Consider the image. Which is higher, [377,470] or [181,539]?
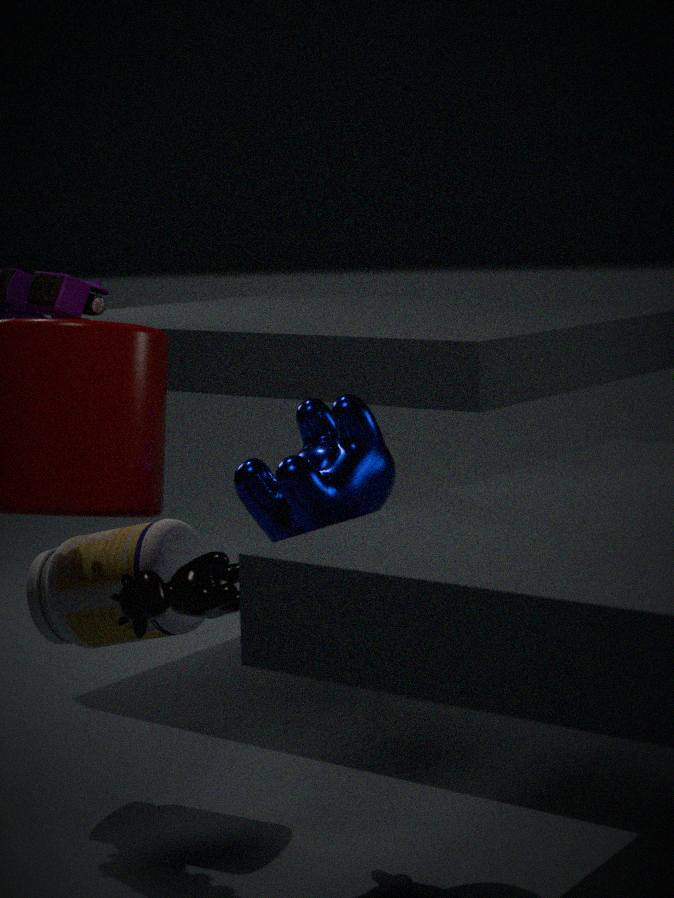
Result: [377,470]
